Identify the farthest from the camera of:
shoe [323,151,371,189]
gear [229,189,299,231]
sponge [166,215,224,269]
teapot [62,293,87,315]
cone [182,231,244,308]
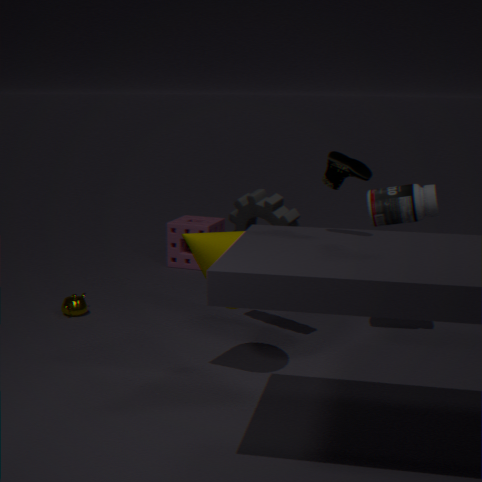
sponge [166,215,224,269]
